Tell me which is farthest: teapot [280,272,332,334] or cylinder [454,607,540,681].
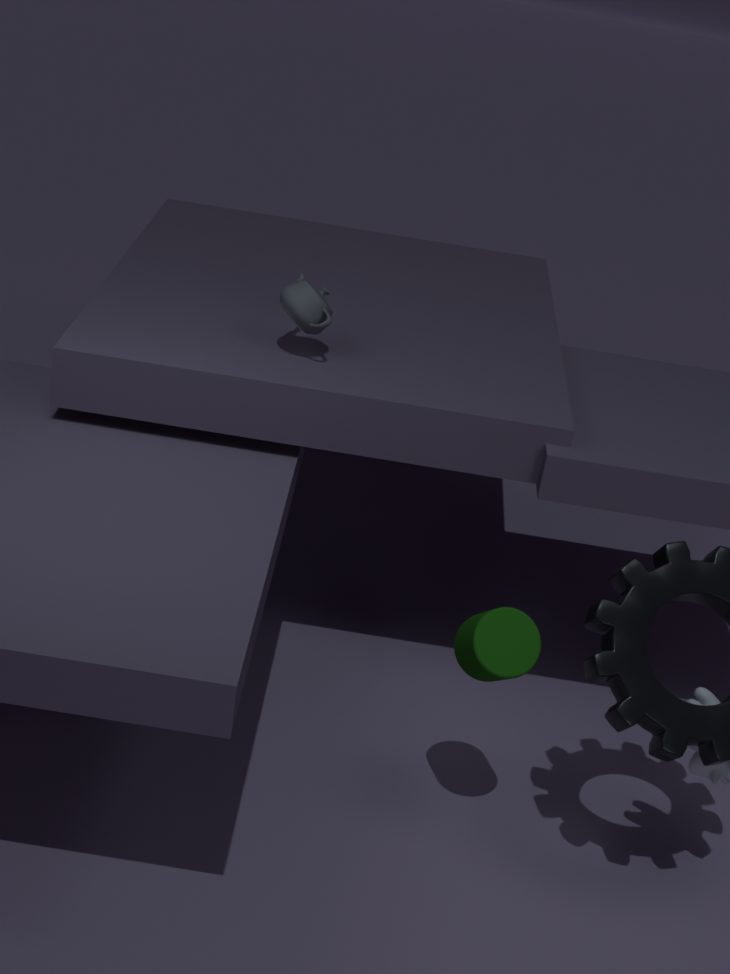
teapot [280,272,332,334]
